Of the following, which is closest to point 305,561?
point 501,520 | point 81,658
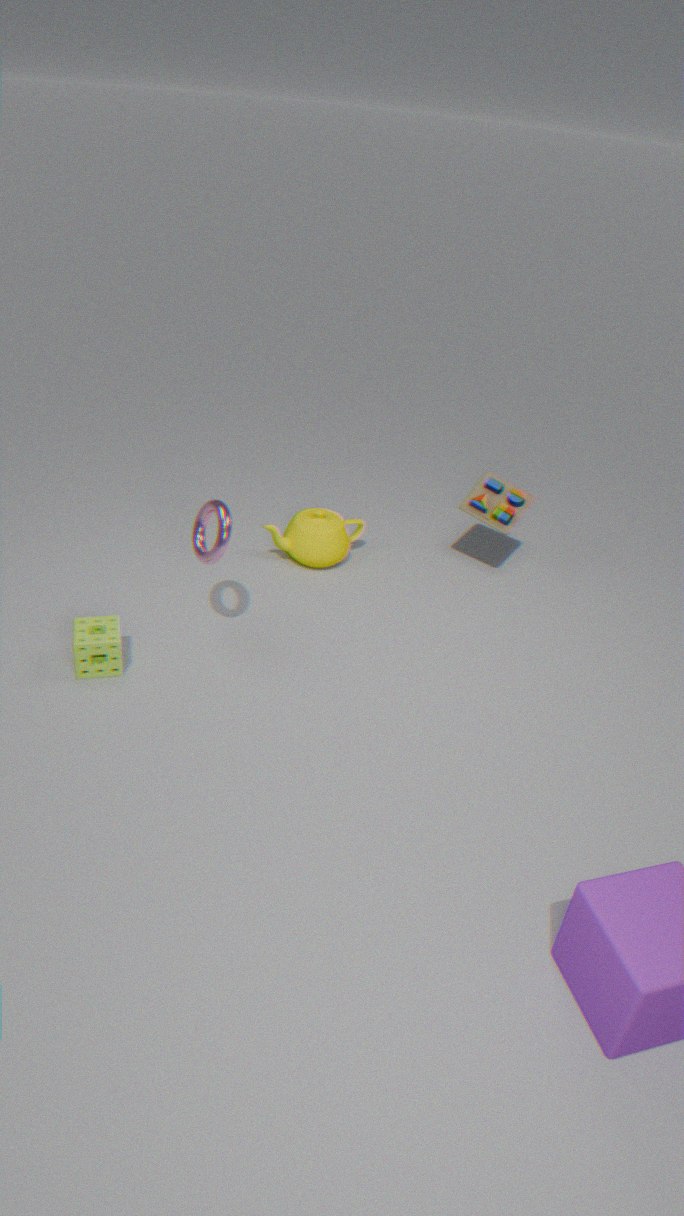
point 501,520
